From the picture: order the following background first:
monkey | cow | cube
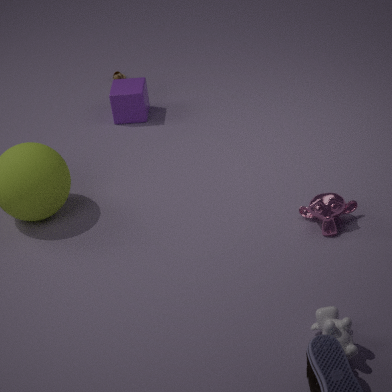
cube
monkey
cow
